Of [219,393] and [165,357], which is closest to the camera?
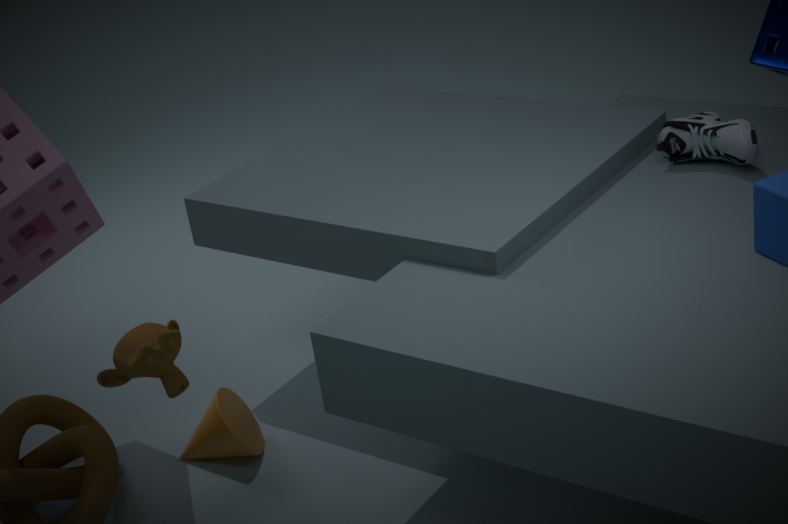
[165,357]
